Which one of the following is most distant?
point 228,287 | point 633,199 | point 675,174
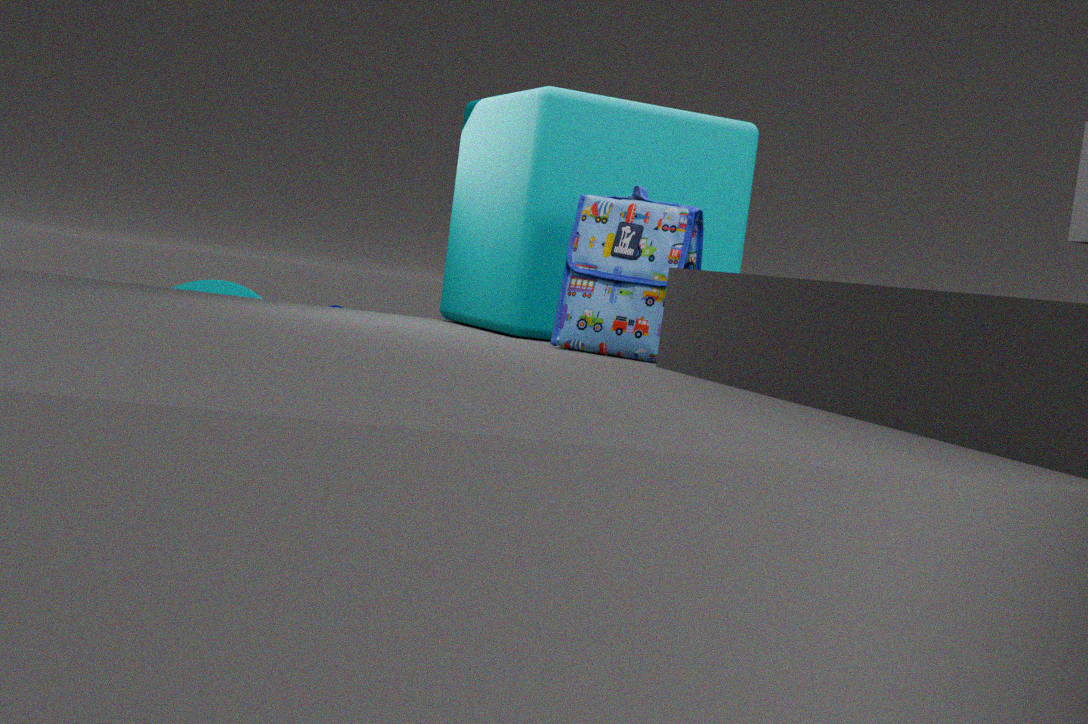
point 228,287
